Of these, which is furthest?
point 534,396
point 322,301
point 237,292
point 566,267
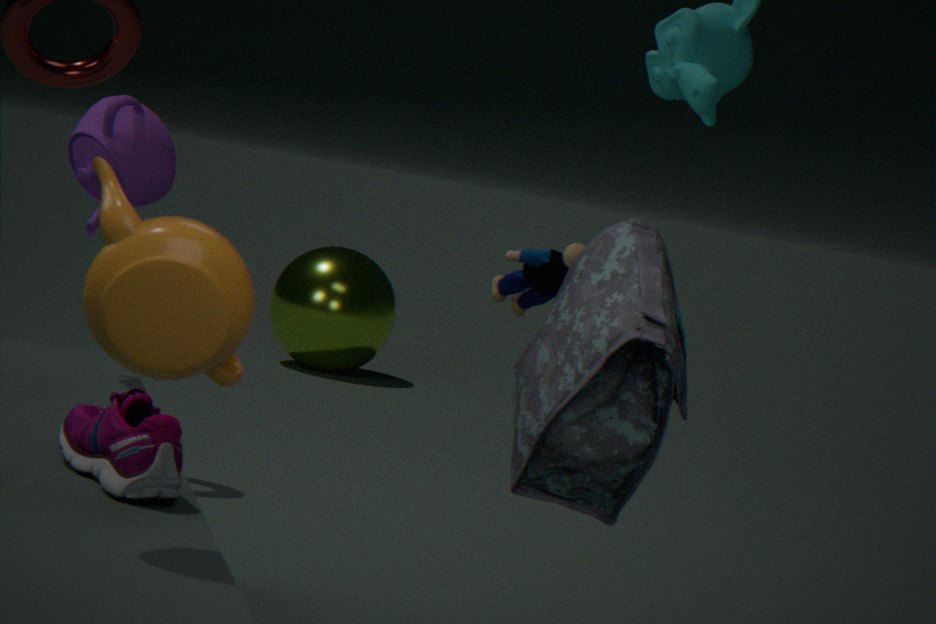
point 322,301
